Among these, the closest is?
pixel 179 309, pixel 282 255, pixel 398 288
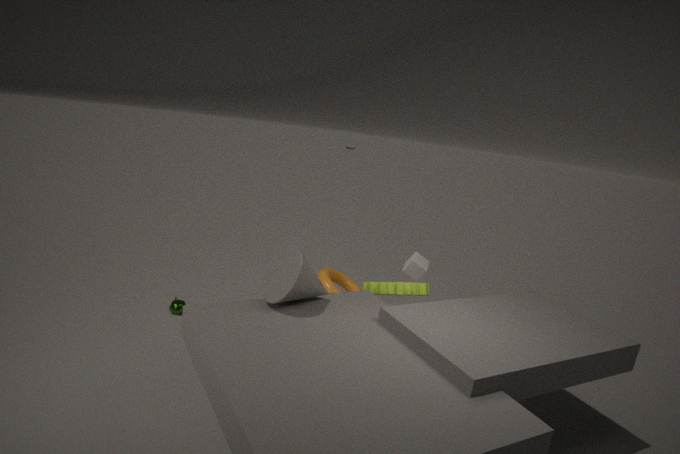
pixel 282 255
